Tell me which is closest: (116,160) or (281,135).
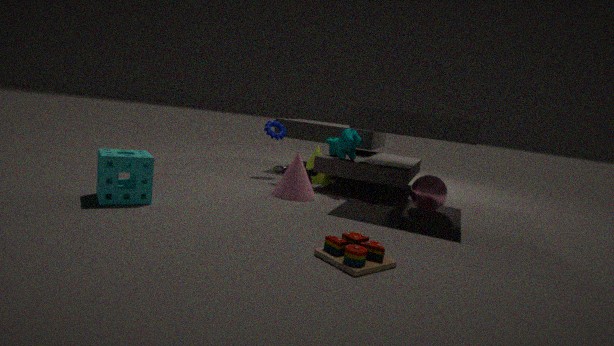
(116,160)
